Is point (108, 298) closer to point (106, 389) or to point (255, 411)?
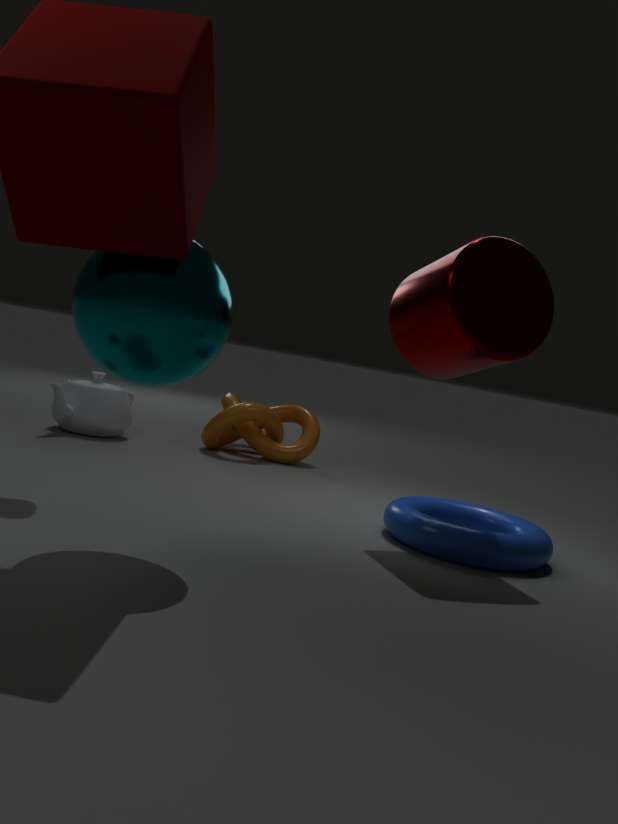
point (106, 389)
